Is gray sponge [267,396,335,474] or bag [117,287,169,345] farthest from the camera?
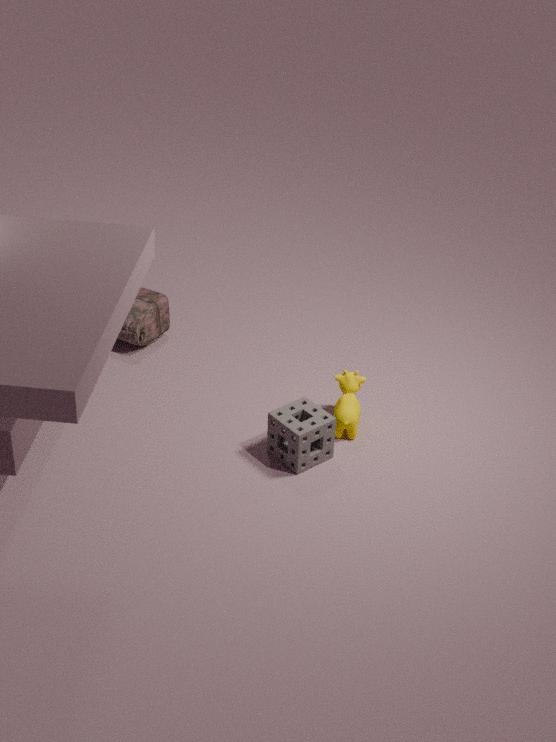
bag [117,287,169,345]
